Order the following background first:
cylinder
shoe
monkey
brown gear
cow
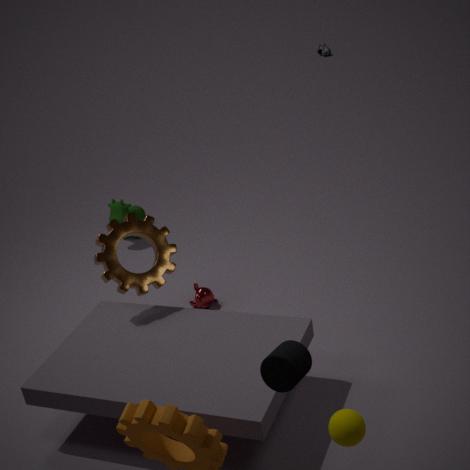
shoe, cow, monkey, brown gear, cylinder
